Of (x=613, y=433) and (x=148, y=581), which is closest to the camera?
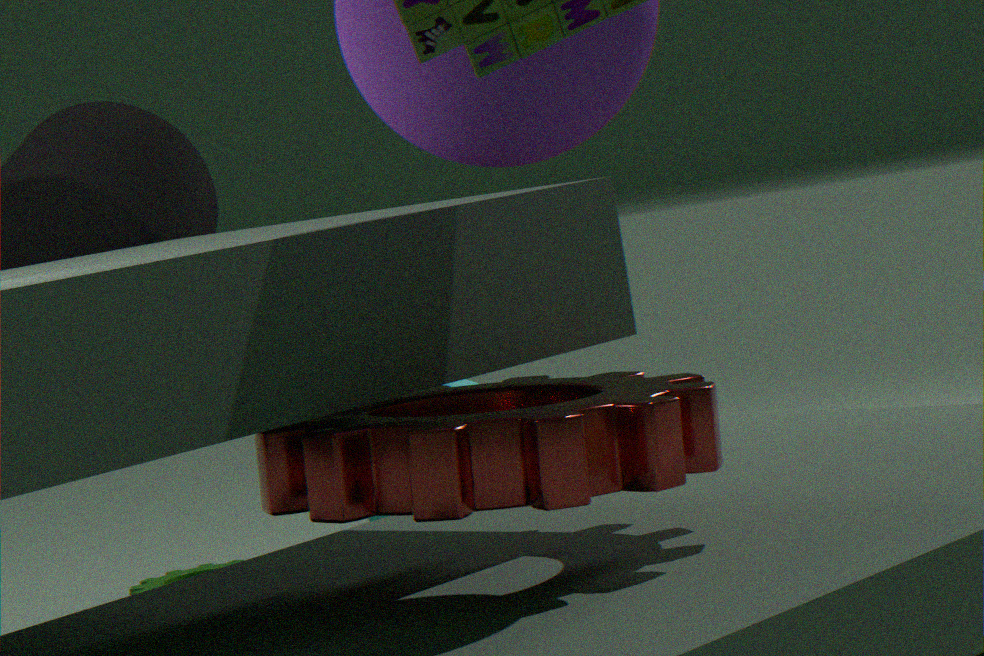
(x=613, y=433)
